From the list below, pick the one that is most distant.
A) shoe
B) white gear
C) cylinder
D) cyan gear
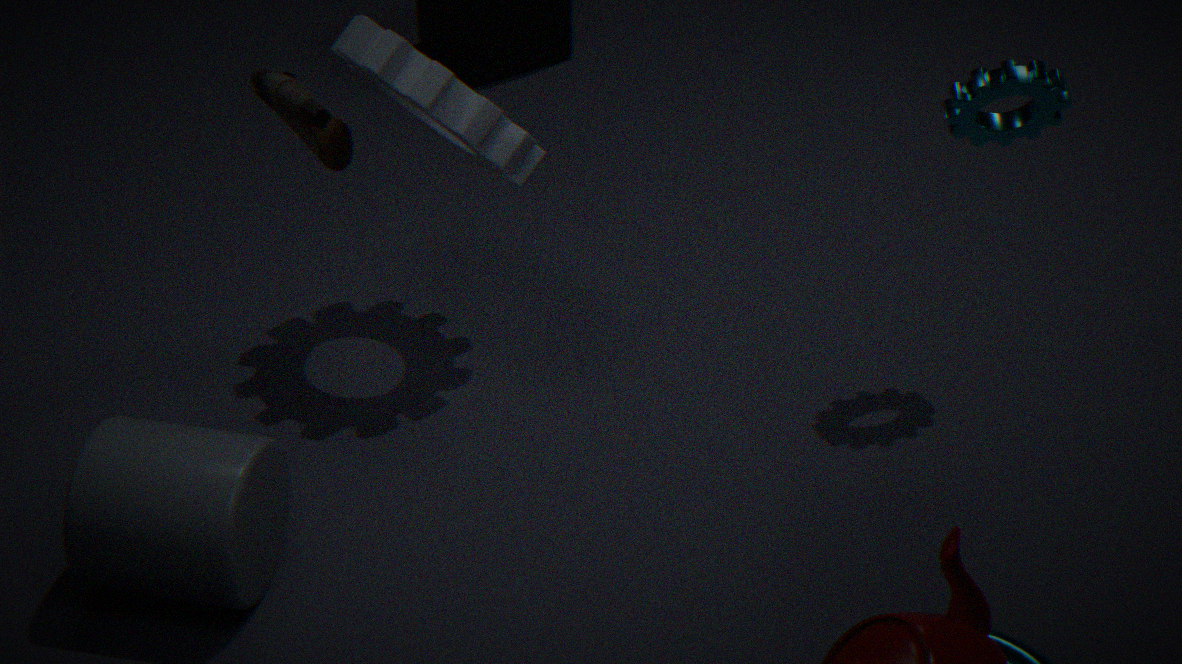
white gear
